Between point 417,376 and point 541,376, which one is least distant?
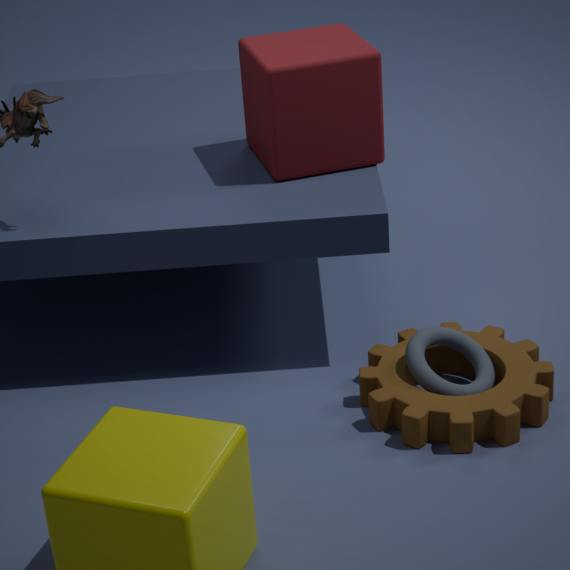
point 417,376
